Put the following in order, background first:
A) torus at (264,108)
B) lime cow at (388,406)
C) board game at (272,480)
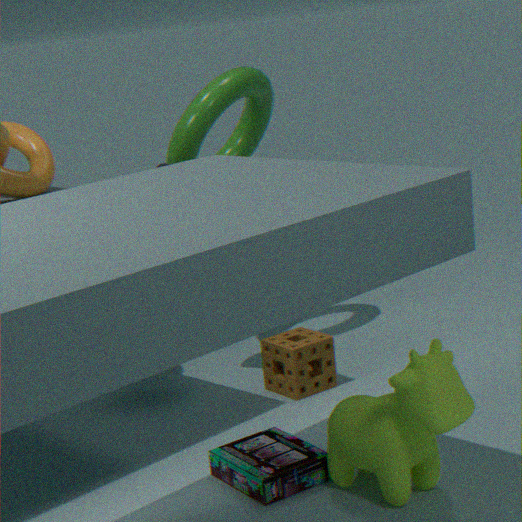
torus at (264,108) < board game at (272,480) < lime cow at (388,406)
